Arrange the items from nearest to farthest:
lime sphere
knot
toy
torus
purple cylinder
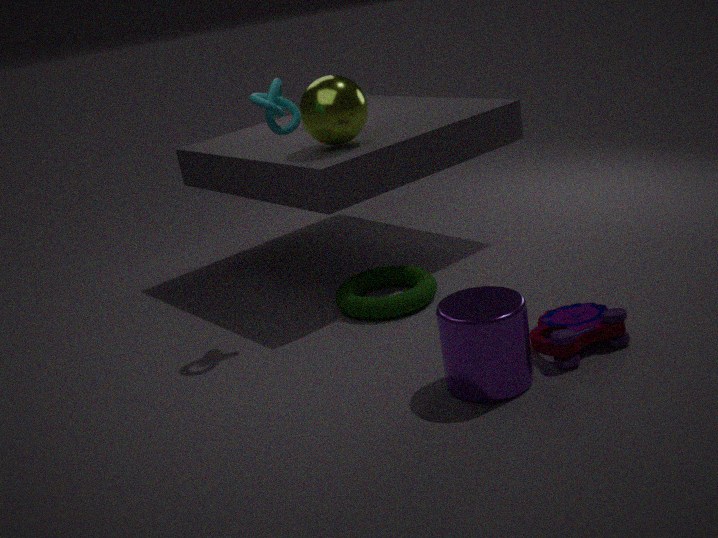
purple cylinder < toy < knot < torus < lime sphere
